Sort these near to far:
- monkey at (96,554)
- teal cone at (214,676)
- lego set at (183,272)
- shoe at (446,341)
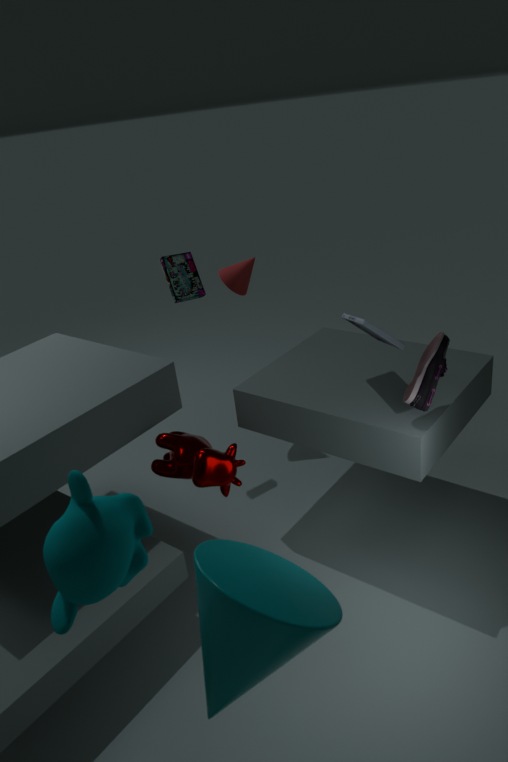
teal cone at (214,676), monkey at (96,554), shoe at (446,341), lego set at (183,272)
